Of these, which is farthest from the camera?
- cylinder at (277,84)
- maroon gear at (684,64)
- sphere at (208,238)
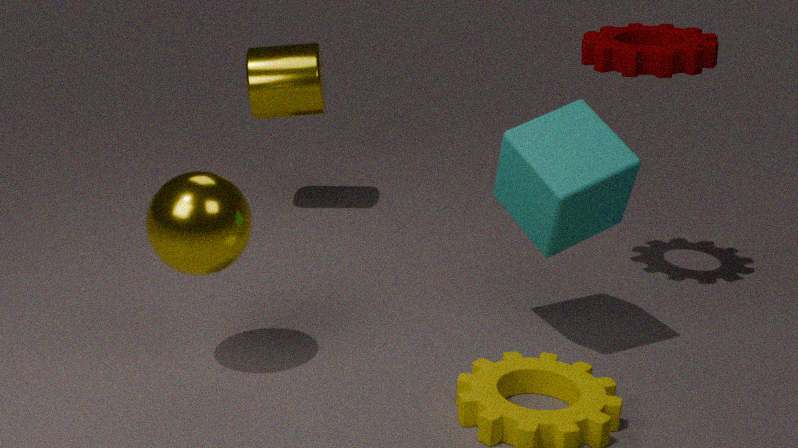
cylinder at (277,84)
